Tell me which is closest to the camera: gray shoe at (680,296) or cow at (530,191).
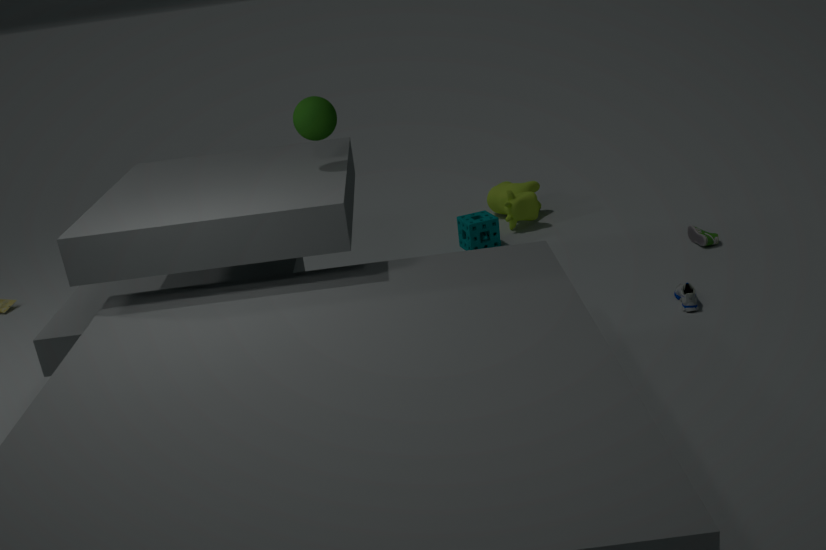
gray shoe at (680,296)
